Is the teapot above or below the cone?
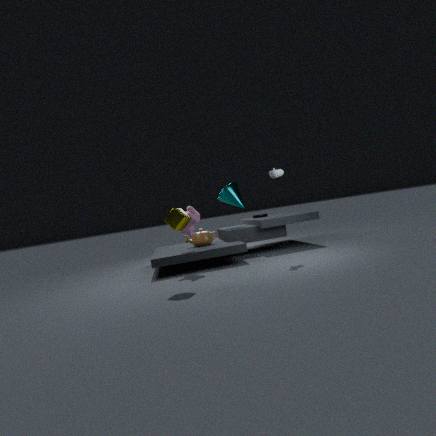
below
